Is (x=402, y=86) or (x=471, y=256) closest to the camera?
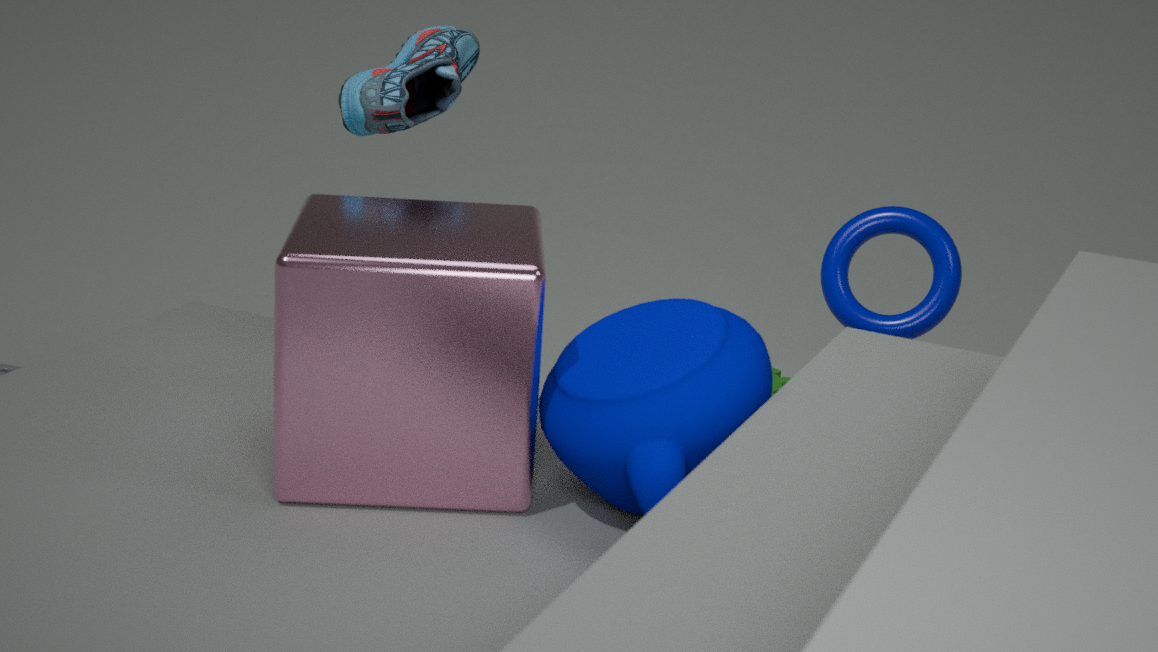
(x=471, y=256)
